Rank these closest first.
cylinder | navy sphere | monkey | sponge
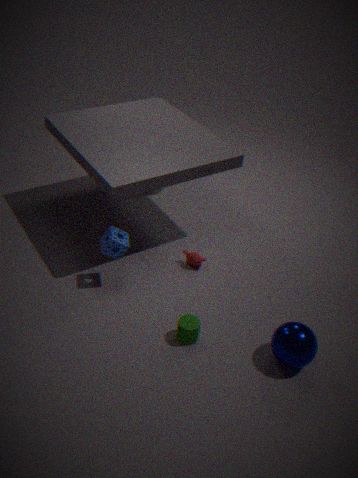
navy sphere
cylinder
sponge
monkey
